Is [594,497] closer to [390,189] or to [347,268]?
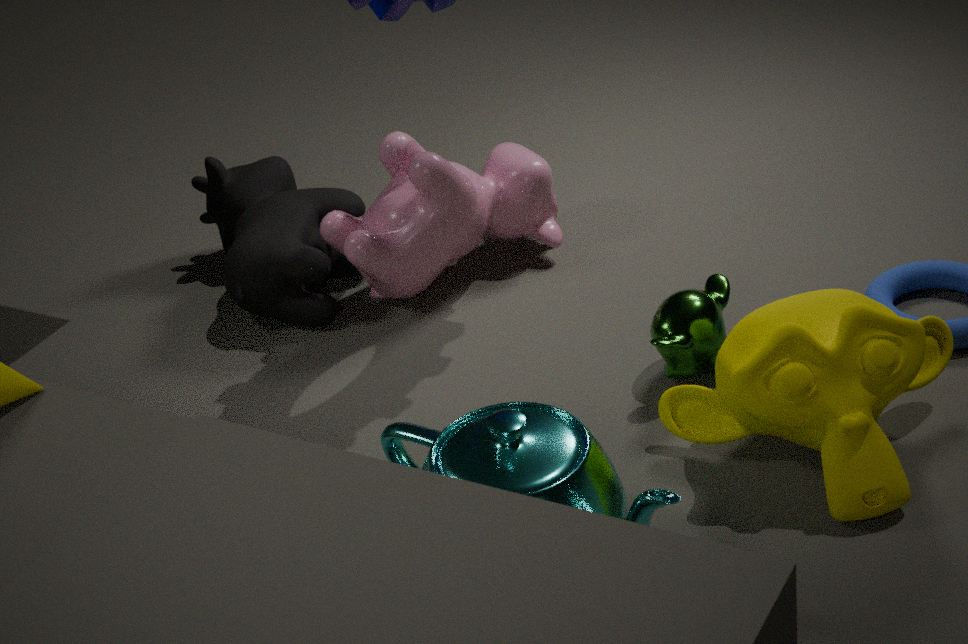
[390,189]
